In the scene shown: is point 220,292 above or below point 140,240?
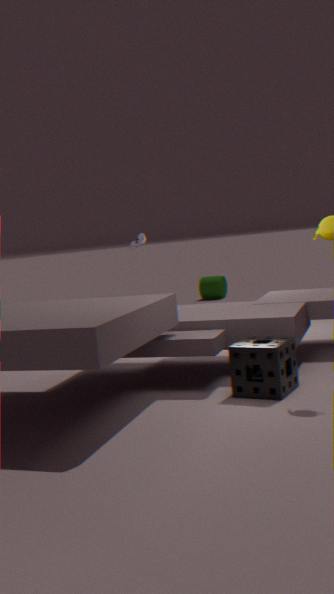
below
